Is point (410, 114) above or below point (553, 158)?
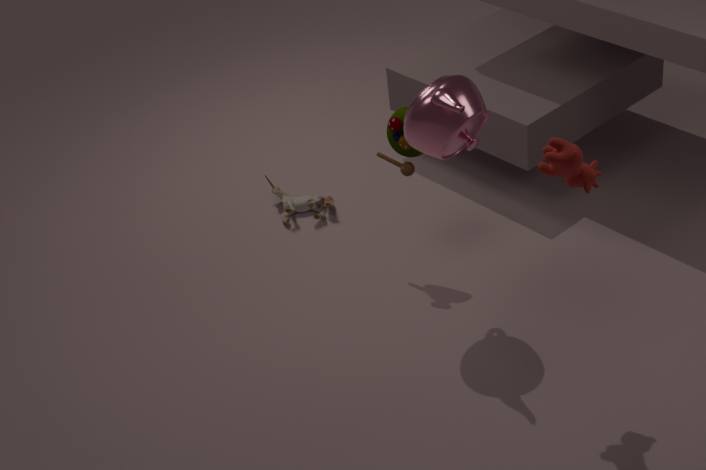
below
